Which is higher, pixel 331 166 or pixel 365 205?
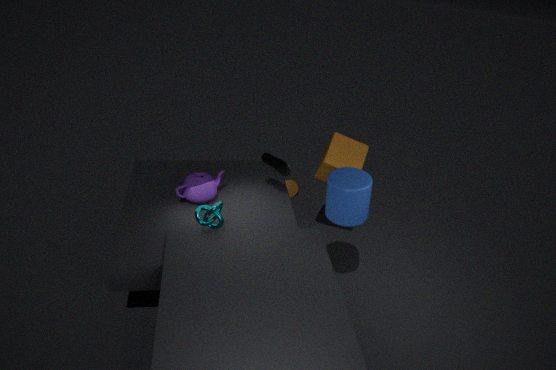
pixel 365 205
